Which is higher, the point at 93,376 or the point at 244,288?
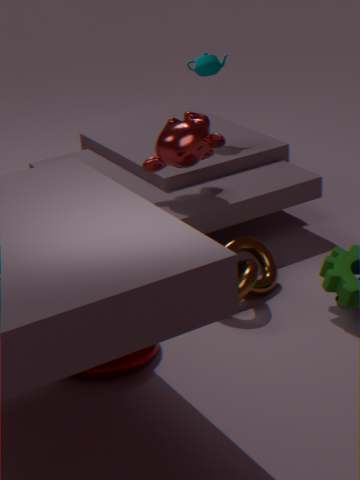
the point at 244,288
